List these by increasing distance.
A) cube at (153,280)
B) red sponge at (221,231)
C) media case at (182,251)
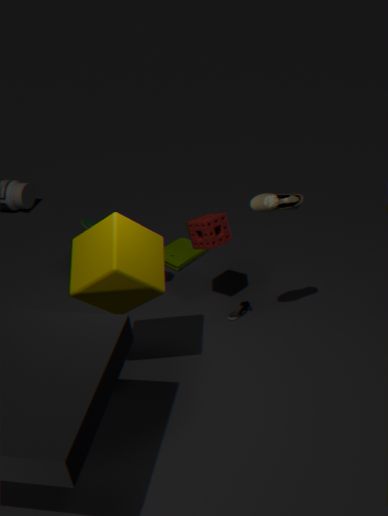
cube at (153,280) < red sponge at (221,231) < media case at (182,251)
